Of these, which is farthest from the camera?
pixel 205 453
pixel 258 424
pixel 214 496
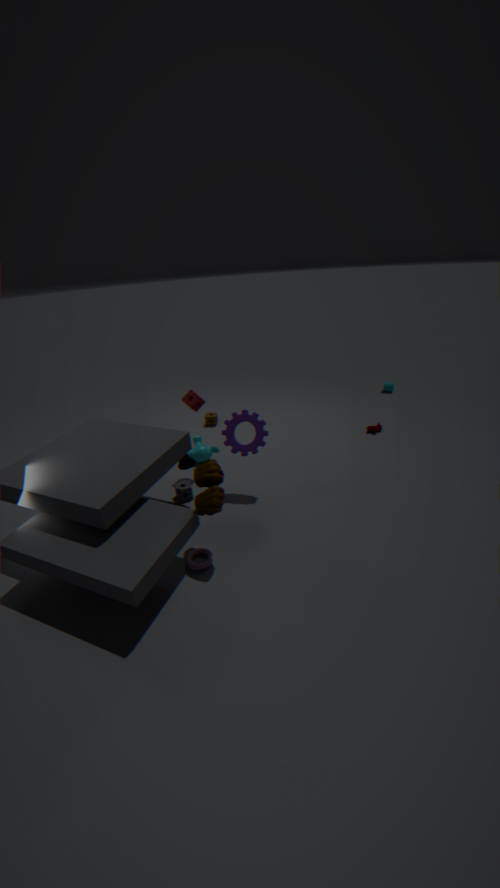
pixel 205 453
